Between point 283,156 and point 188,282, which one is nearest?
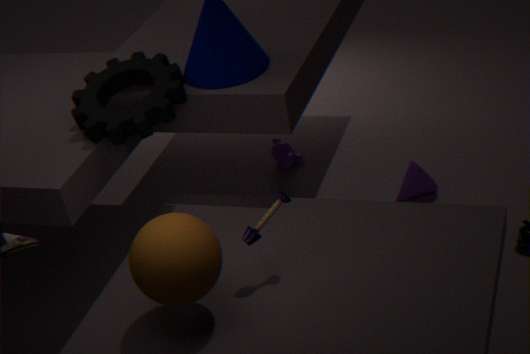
point 188,282
